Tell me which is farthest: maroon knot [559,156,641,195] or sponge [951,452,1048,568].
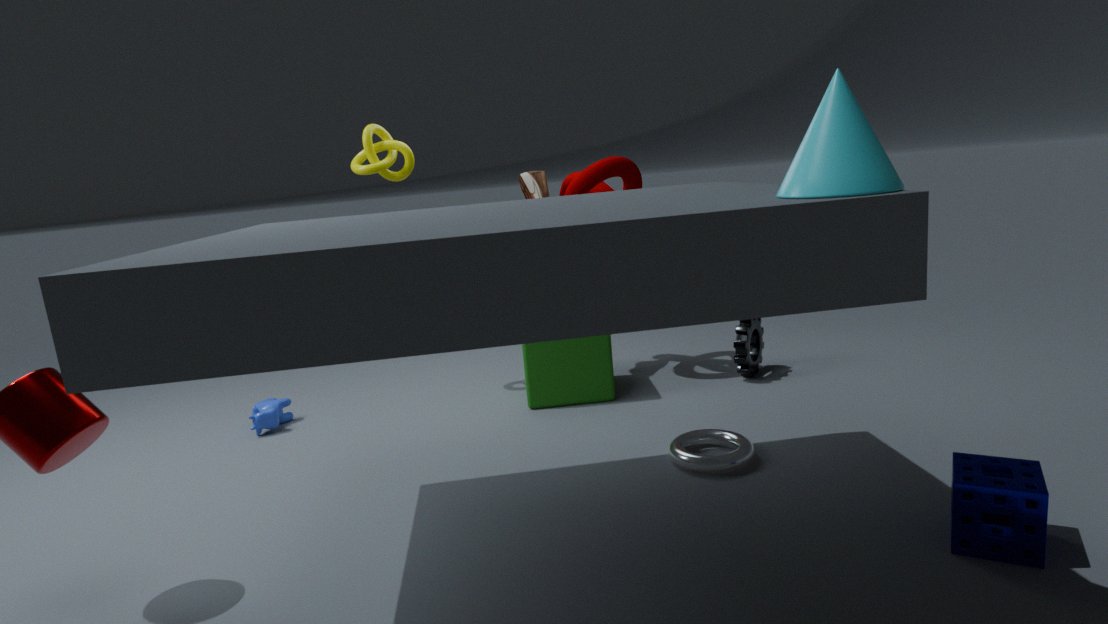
maroon knot [559,156,641,195]
